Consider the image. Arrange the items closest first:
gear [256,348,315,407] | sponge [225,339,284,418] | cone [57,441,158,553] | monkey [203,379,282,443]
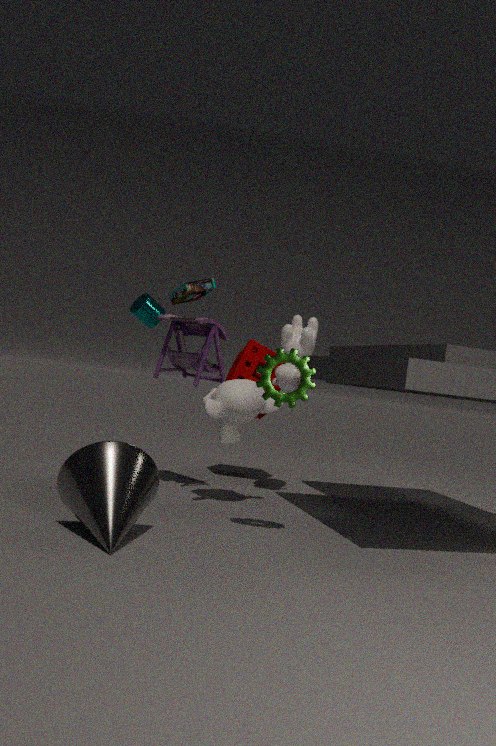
cone [57,441,158,553] → gear [256,348,315,407] → monkey [203,379,282,443] → sponge [225,339,284,418]
